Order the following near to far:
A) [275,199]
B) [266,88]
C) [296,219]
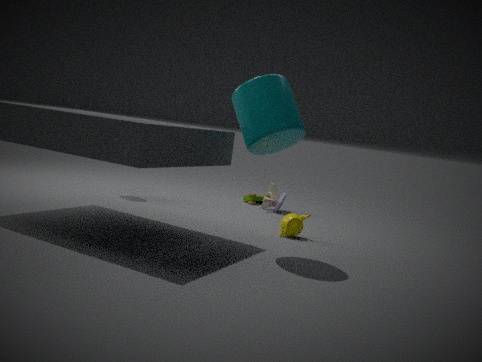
[266,88] → [296,219] → [275,199]
